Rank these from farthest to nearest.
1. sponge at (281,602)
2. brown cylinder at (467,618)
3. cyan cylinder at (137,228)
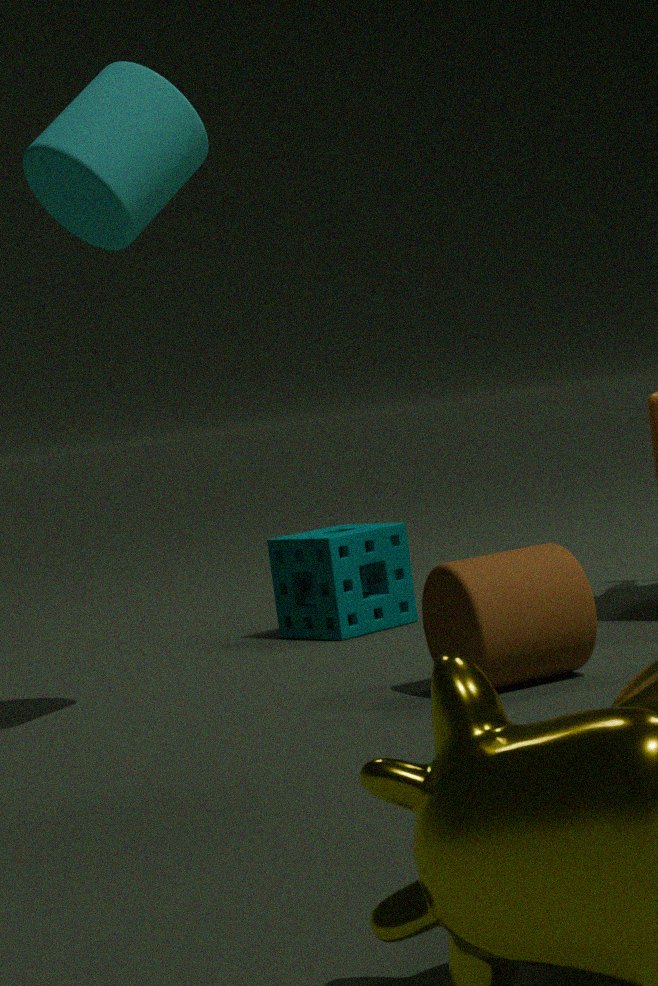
sponge at (281,602) < brown cylinder at (467,618) < cyan cylinder at (137,228)
